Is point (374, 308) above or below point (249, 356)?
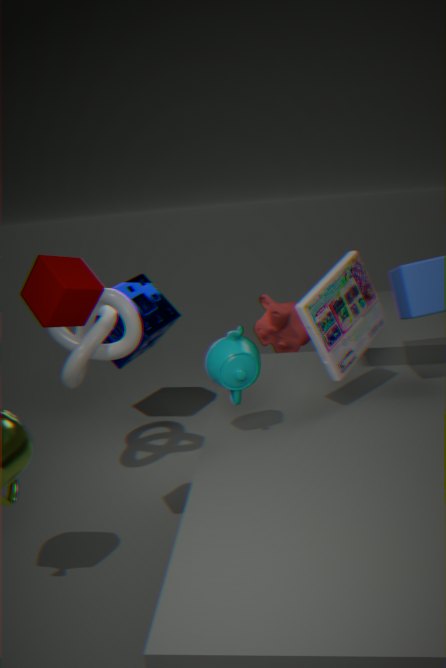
above
